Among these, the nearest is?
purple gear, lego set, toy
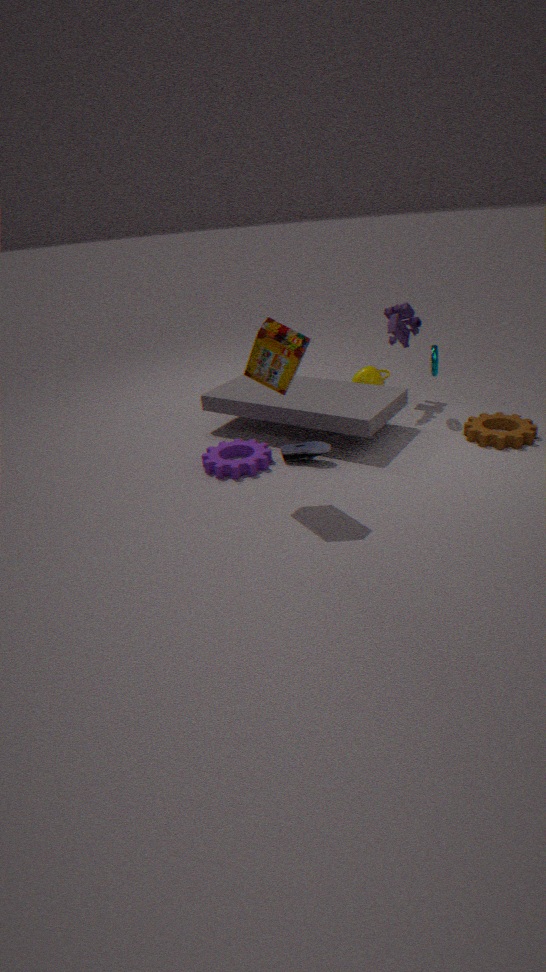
lego set
